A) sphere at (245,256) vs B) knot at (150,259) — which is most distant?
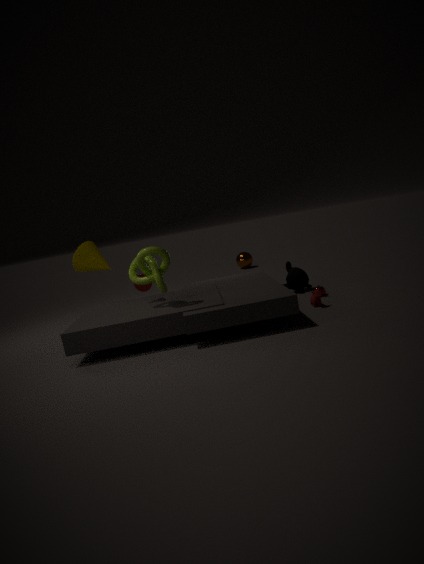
A. sphere at (245,256)
